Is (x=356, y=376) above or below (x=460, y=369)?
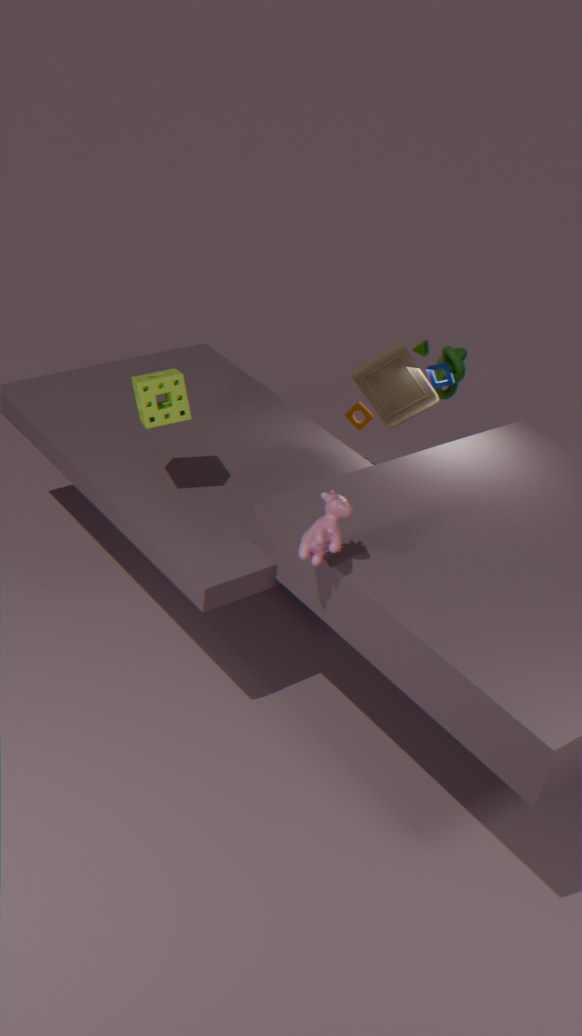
above
